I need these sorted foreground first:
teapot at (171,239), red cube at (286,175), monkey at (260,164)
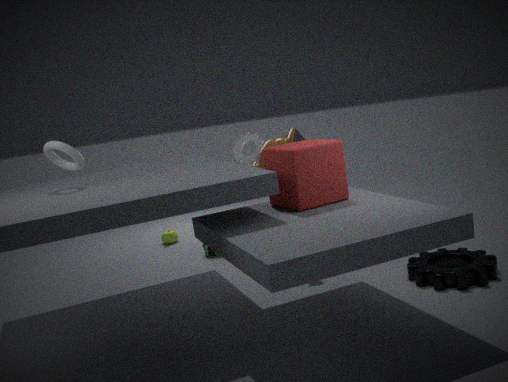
red cube at (286,175) < monkey at (260,164) < teapot at (171,239)
